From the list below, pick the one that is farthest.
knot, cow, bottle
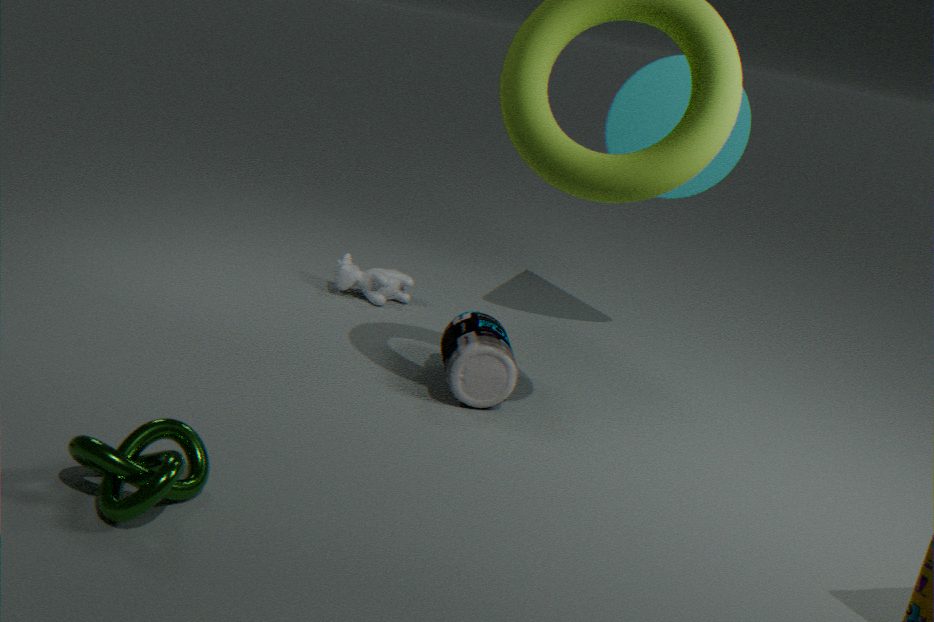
cow
